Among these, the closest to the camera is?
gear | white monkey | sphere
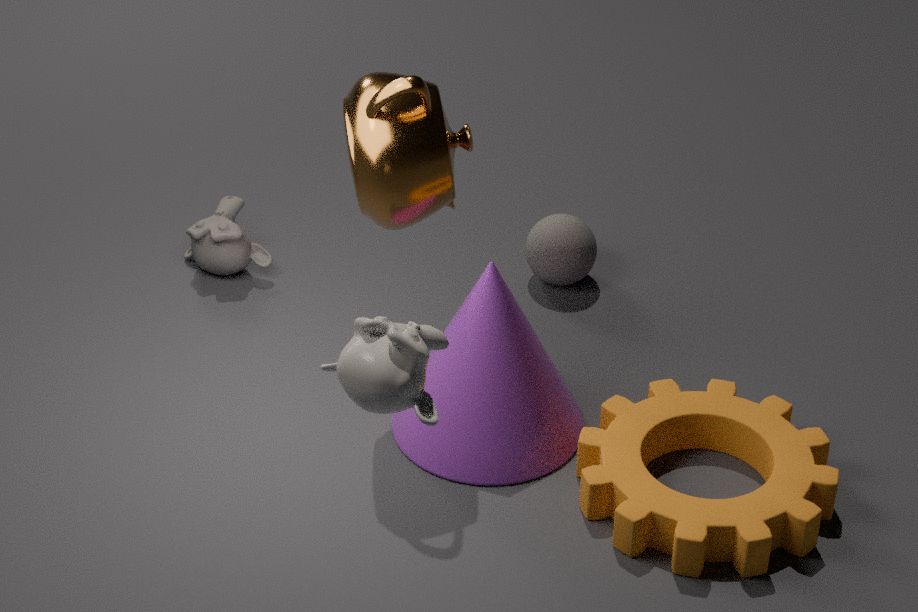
white monkey
